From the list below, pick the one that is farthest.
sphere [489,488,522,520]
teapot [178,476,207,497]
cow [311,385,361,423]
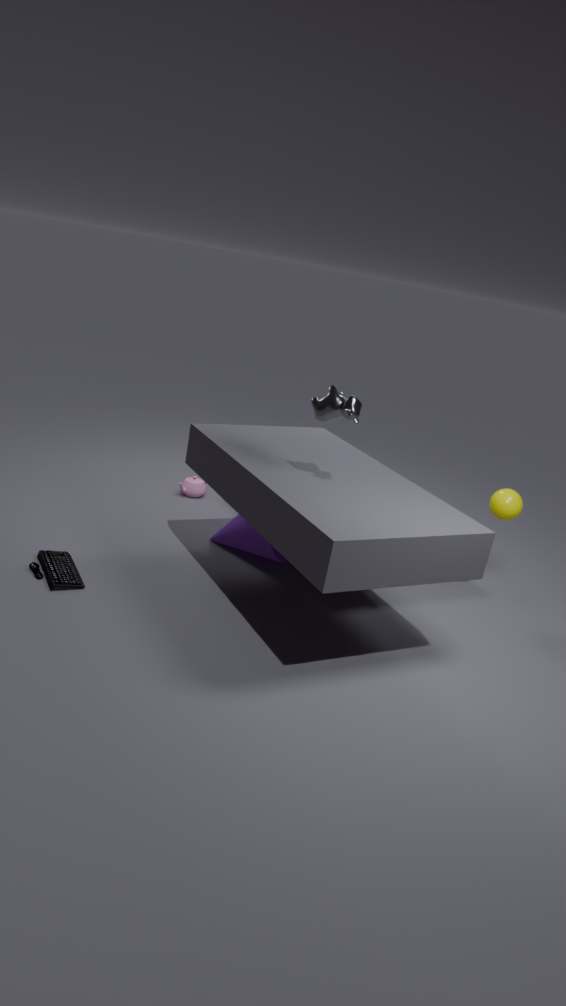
teapot [178,476,207,497]
